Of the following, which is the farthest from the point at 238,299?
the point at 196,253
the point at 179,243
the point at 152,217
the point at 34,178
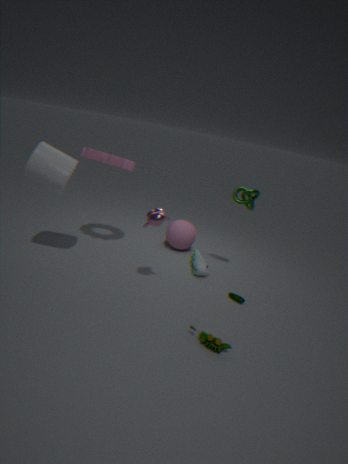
the point at 34,178
